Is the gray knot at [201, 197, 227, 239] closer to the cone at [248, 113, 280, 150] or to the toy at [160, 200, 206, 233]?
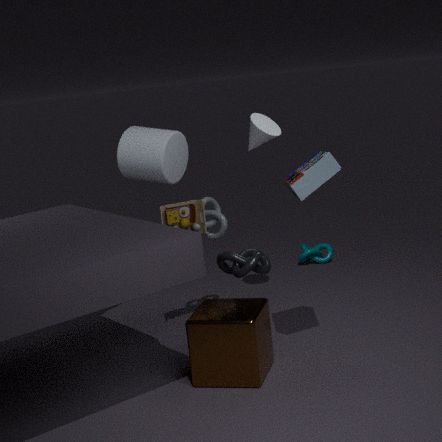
the toy at [160, 200, 206, 233]
